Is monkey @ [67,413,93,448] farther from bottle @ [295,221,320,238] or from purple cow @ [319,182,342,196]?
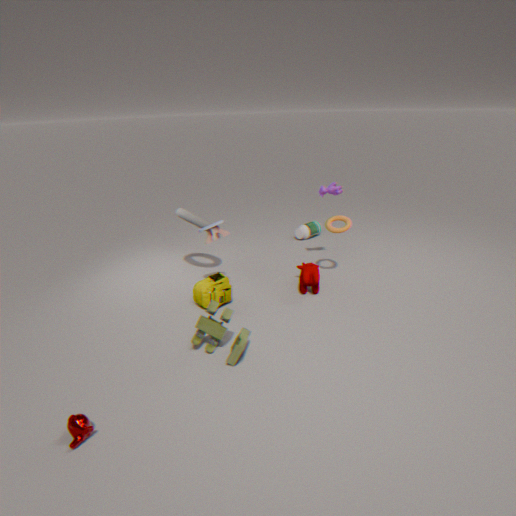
bottle @ [295,221,320,238]
